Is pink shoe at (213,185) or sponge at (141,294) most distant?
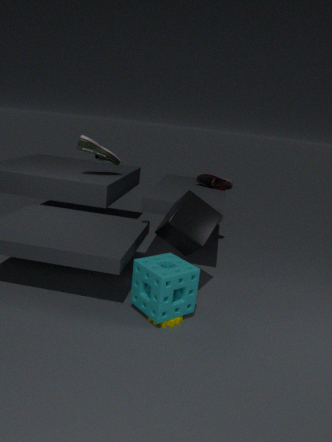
Answer: pink shoe at (213,185)
